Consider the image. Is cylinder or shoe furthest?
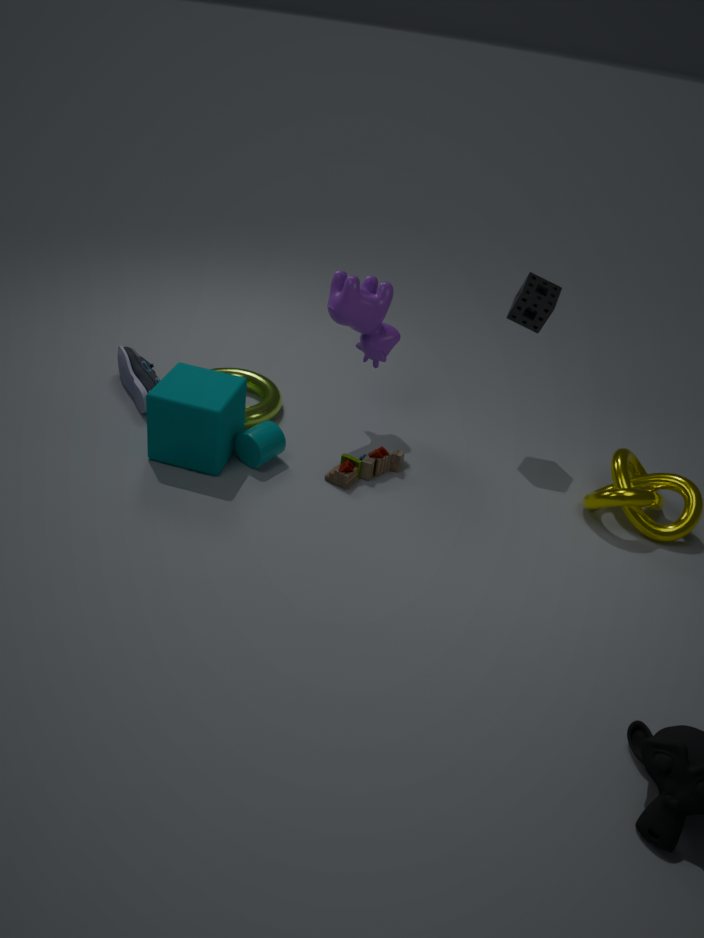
shoe
